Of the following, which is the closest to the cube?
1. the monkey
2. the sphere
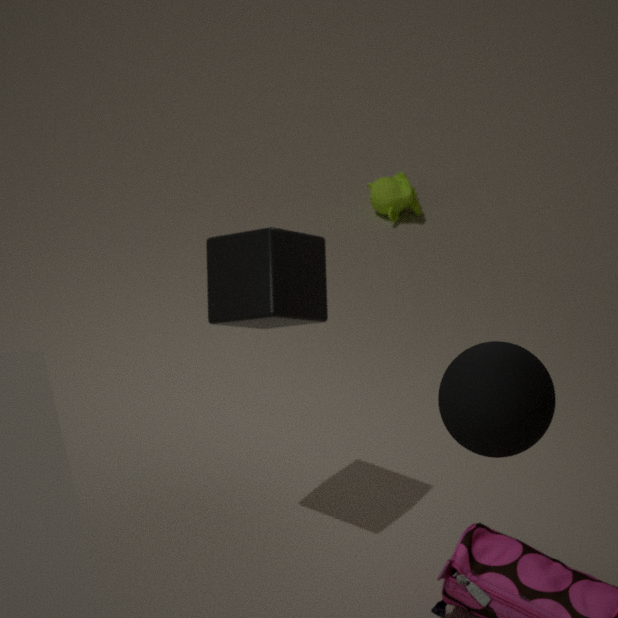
the sphere
